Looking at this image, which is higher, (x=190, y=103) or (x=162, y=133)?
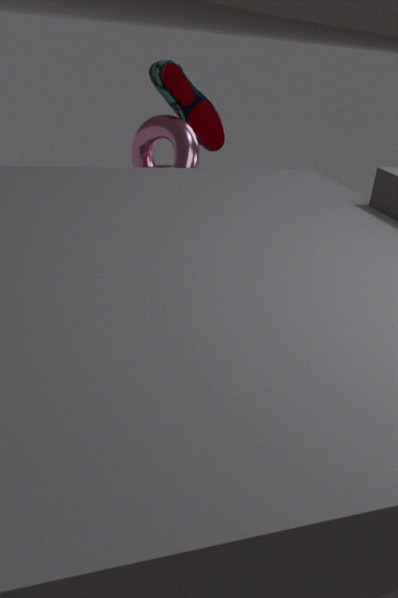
(x=190, y=103)
